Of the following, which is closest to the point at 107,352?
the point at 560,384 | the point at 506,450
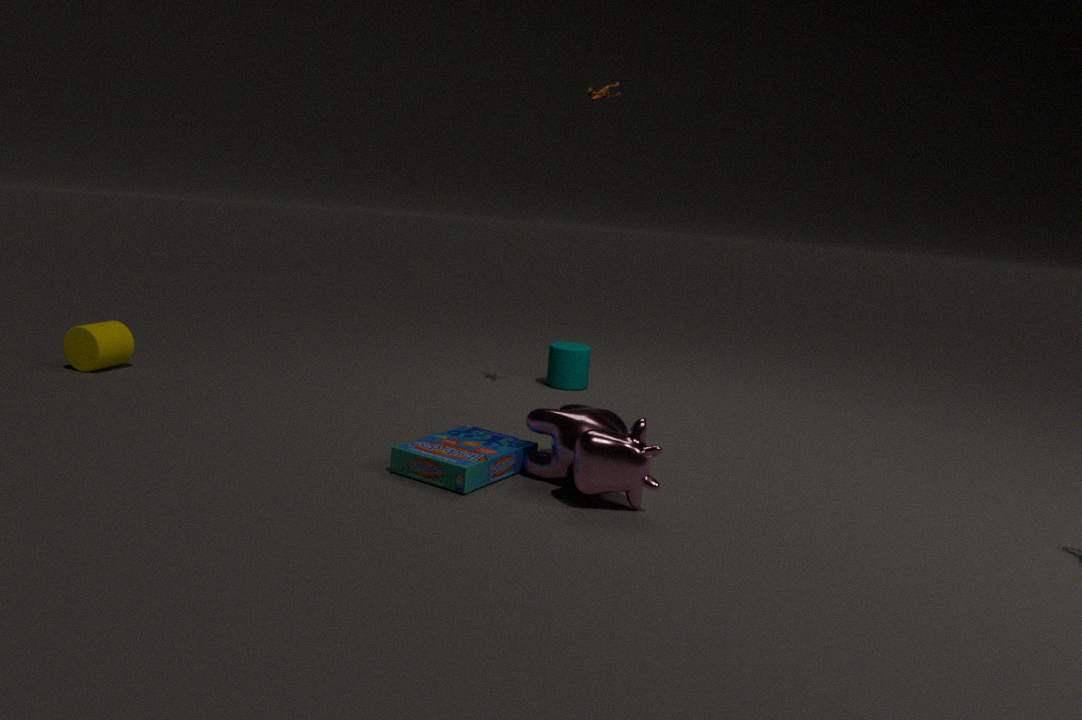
the point at 506,450
